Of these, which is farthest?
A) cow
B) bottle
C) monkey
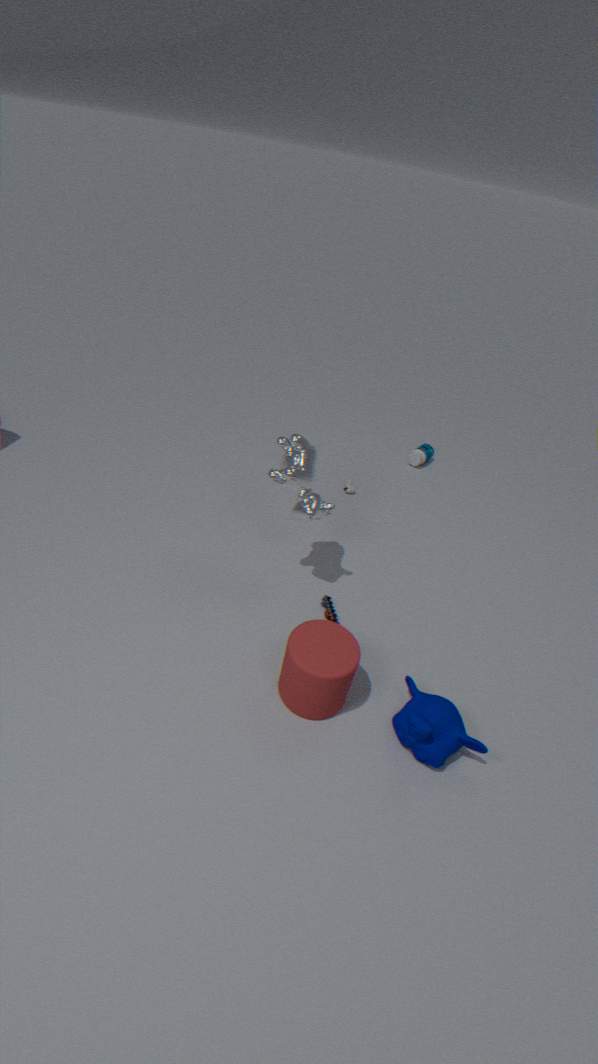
bottle
